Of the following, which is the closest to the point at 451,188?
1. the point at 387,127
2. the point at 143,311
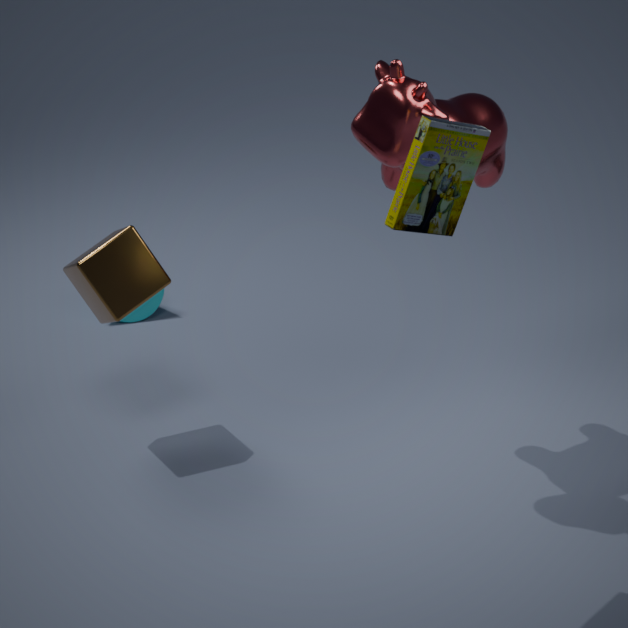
the point at 387,127
